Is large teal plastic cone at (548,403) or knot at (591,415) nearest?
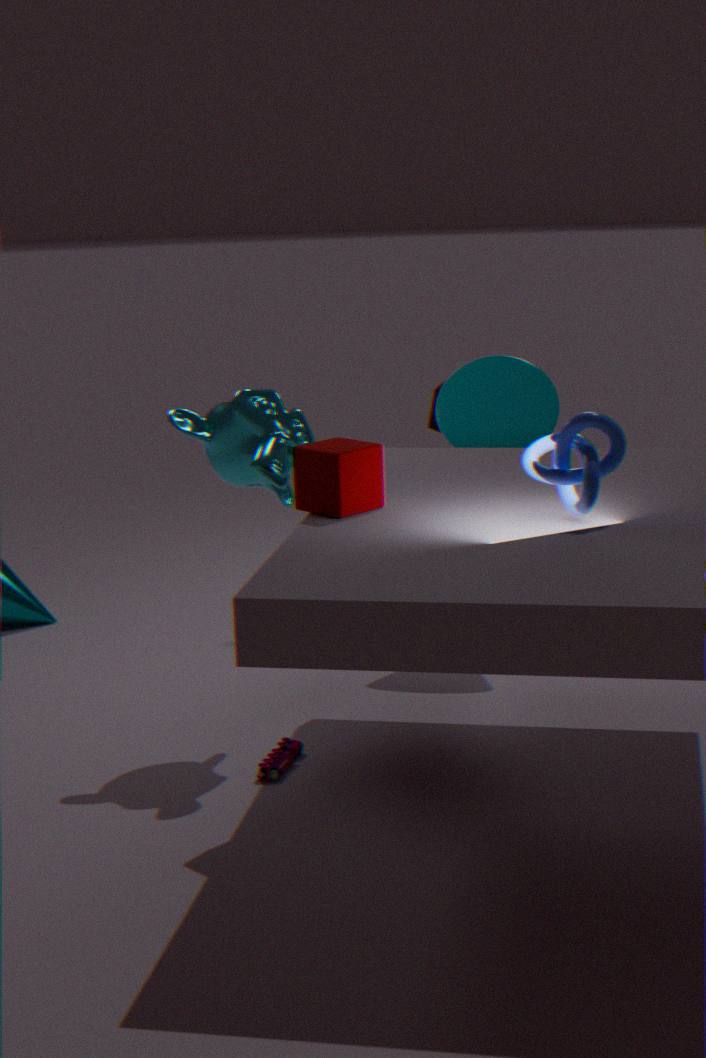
knot at (591,415)
